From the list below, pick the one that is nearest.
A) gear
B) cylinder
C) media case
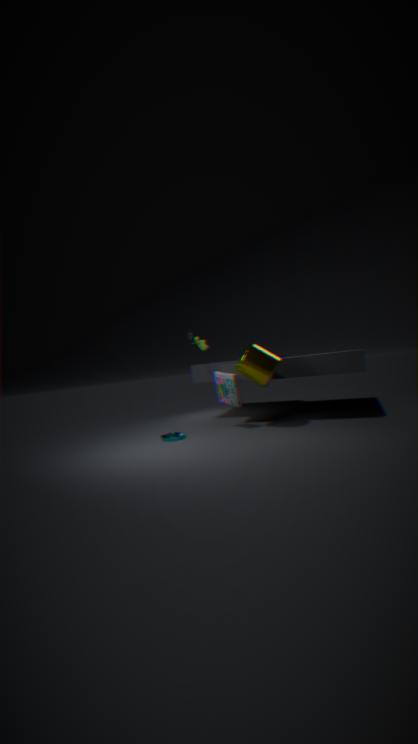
cylinder
